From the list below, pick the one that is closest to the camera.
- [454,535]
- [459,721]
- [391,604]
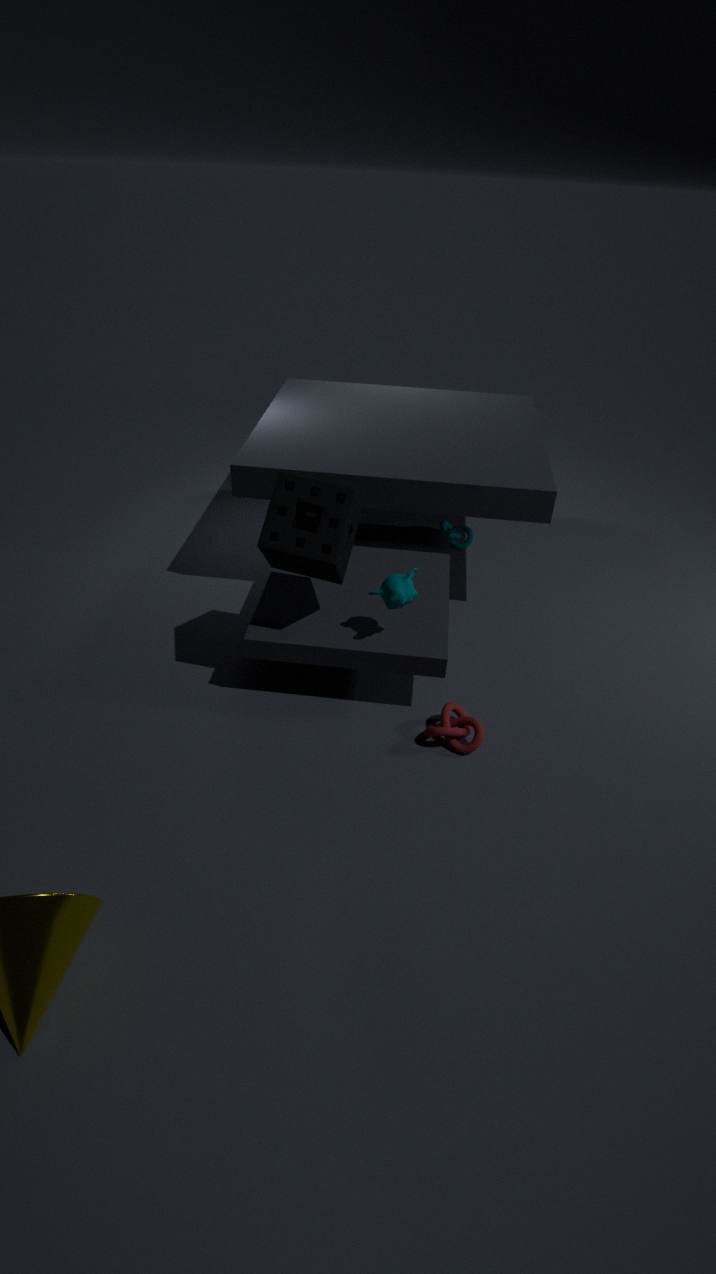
[391,604]
